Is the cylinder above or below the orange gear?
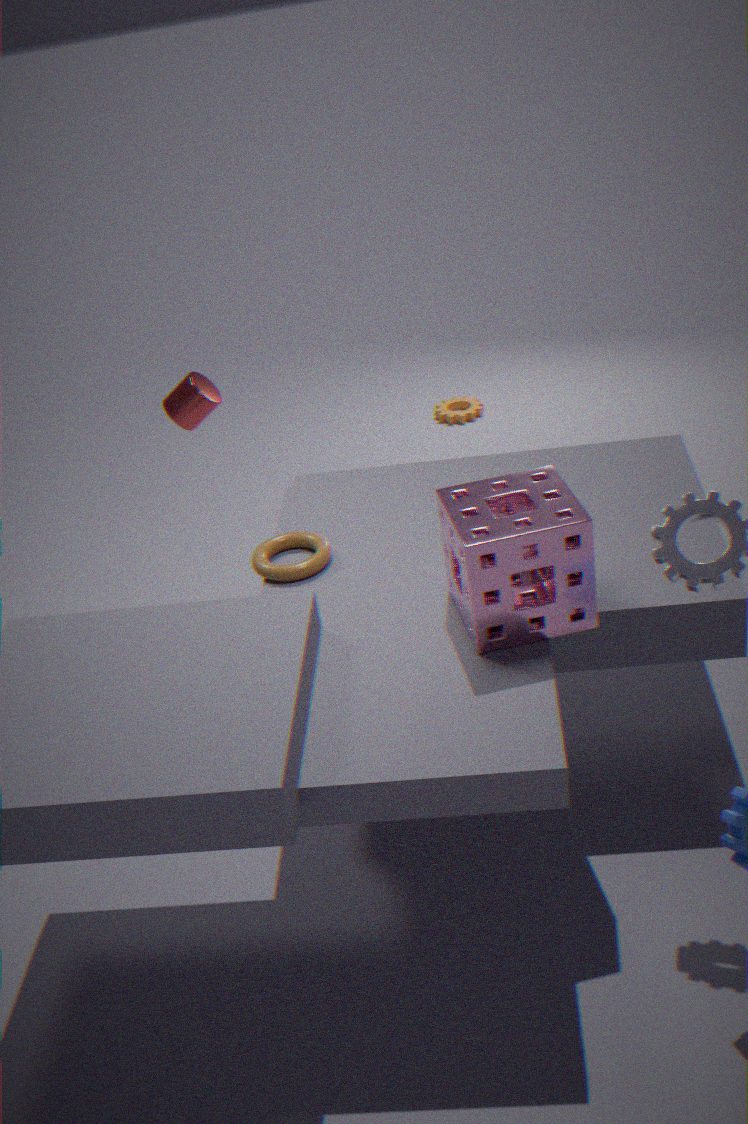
above
